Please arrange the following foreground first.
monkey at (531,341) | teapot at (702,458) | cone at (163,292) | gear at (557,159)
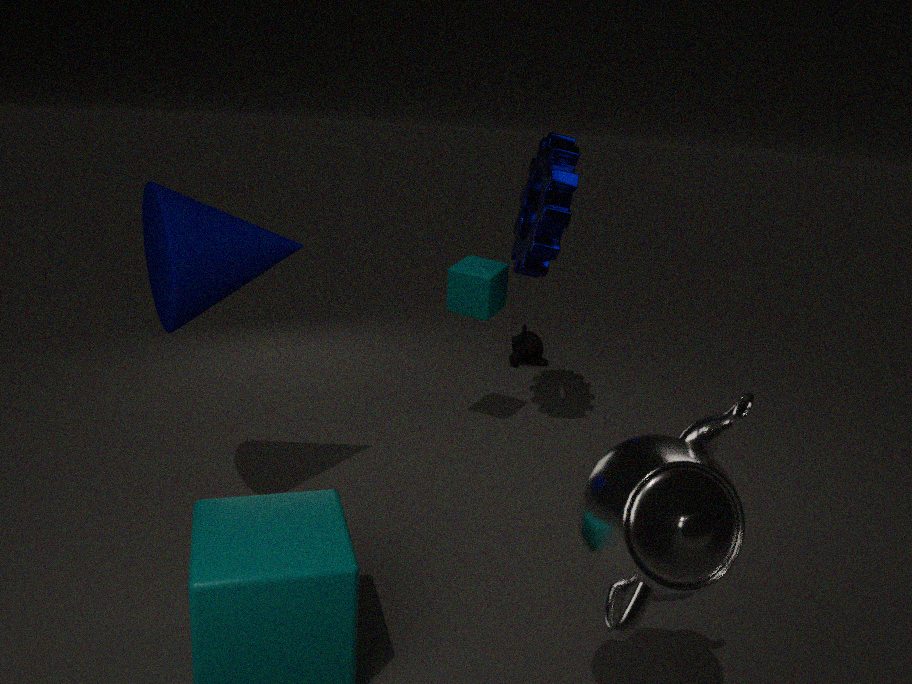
teapot at (702,458)
cone at (163,292)
gear at (557,159)
monkey at (531,341)
